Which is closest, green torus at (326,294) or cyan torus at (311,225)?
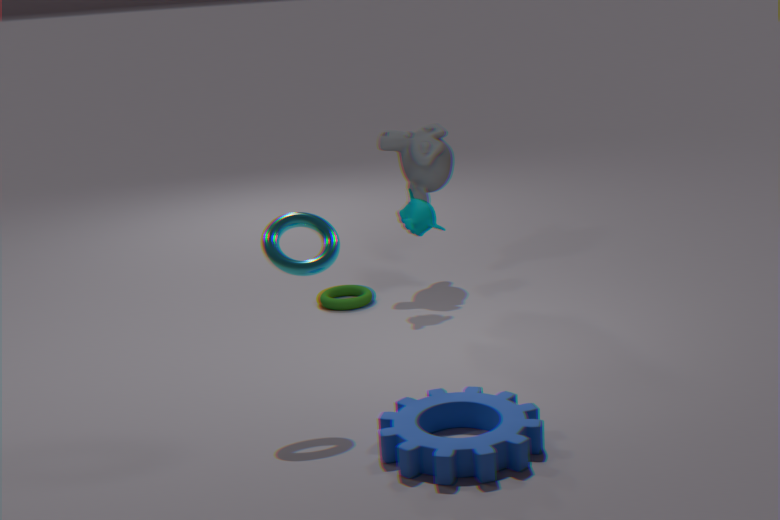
cyan torus at (311,225)
